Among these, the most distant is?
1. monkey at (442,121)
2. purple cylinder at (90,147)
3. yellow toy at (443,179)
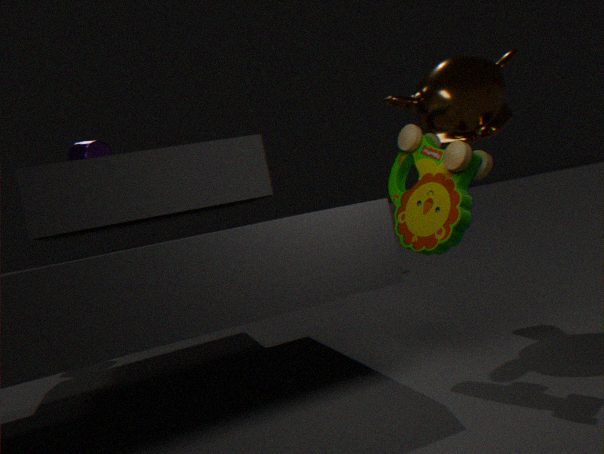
purple cylinder at (90,147)
